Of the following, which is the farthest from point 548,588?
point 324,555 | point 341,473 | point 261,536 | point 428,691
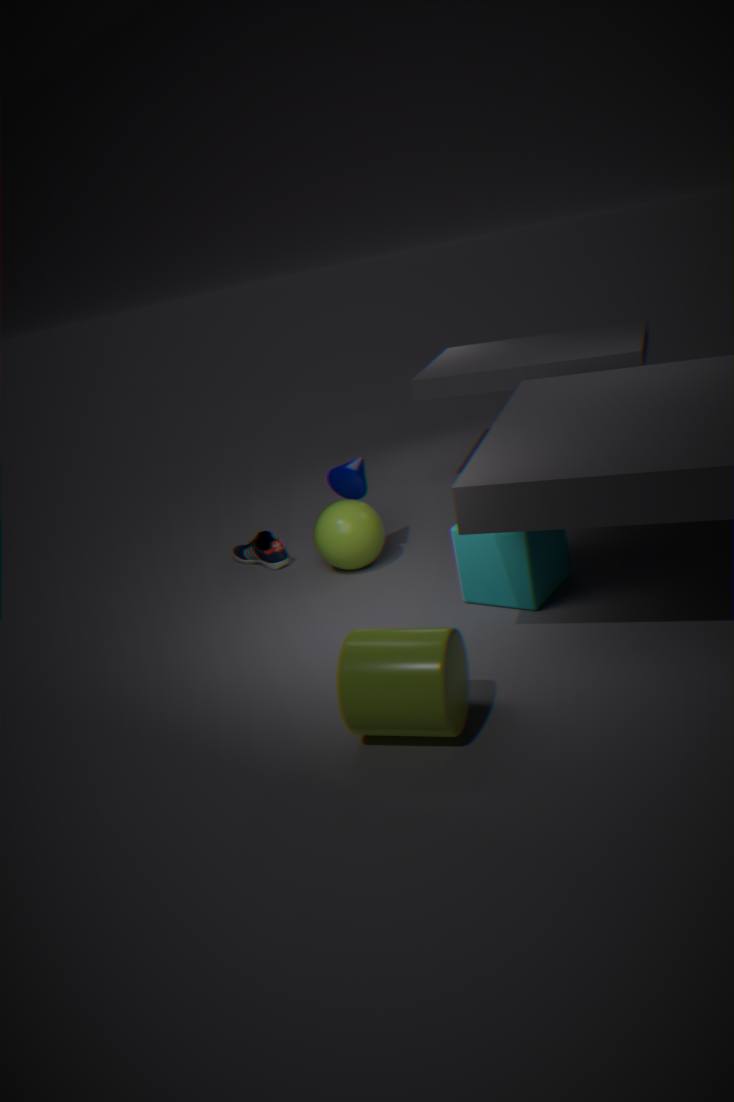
point 261,536
